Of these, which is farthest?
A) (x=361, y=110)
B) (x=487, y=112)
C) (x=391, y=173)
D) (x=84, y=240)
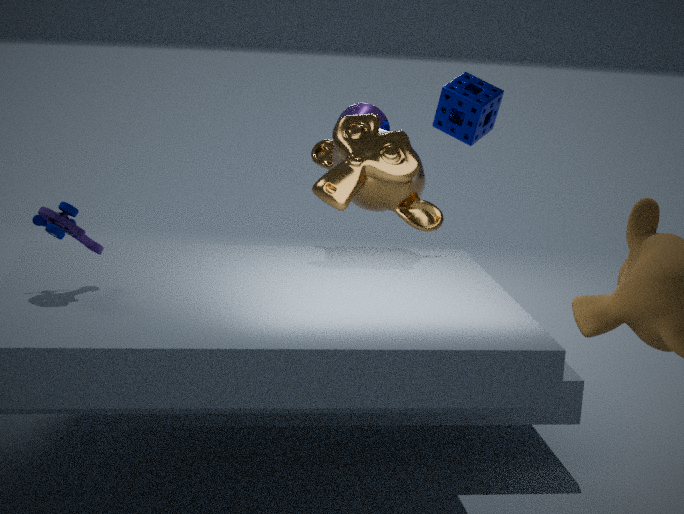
B. (x=487, y=112)
